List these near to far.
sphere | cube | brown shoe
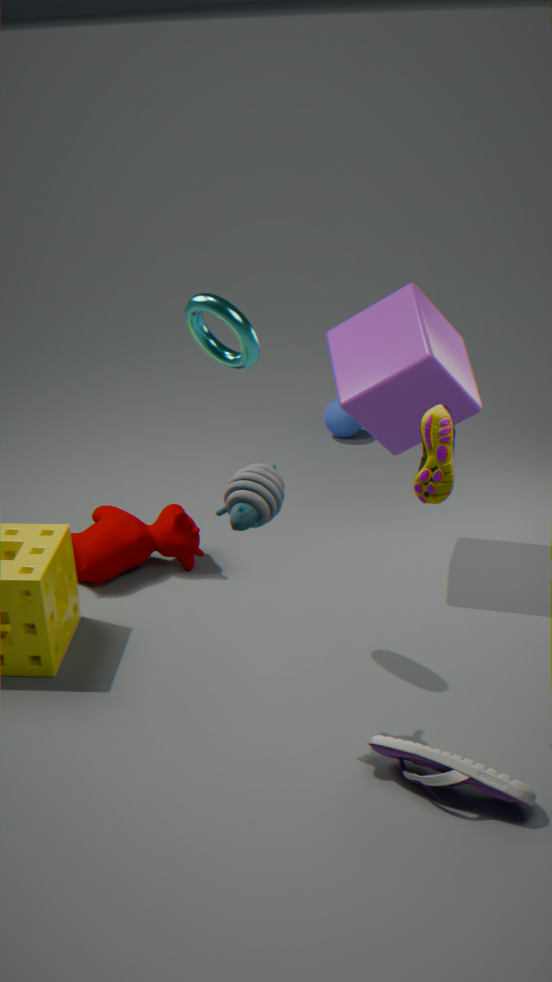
brown shoe, cube, sphere
